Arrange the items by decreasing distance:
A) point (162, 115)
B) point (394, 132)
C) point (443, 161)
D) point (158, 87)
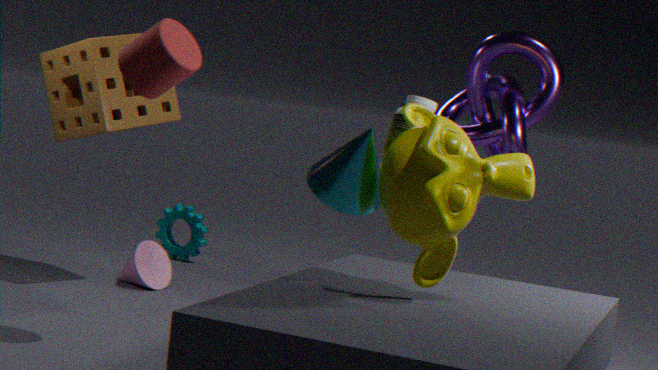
point (162, 115)
point (394, 132)
point (158, 87)
point (443, 161)
